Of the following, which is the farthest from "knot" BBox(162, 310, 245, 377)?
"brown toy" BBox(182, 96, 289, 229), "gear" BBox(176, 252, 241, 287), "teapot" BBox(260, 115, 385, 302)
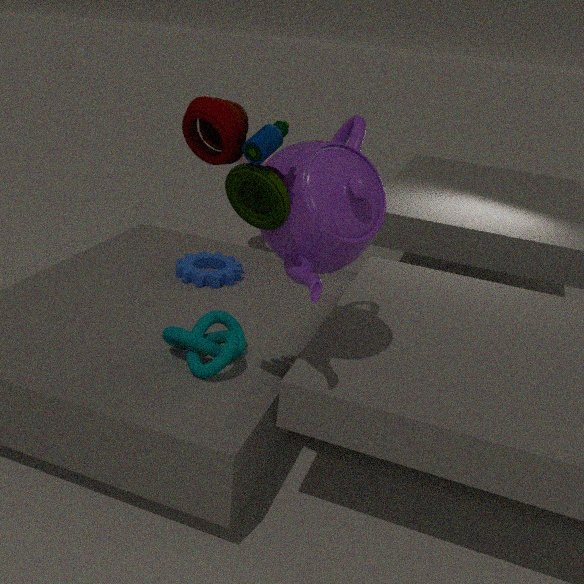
"brown toy" BBox(182, 96, 289, 229)
